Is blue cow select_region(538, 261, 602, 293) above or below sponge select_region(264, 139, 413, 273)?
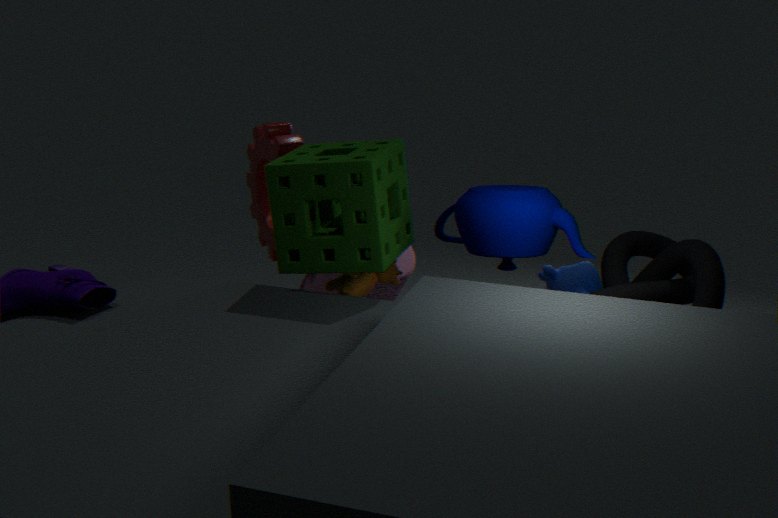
below
